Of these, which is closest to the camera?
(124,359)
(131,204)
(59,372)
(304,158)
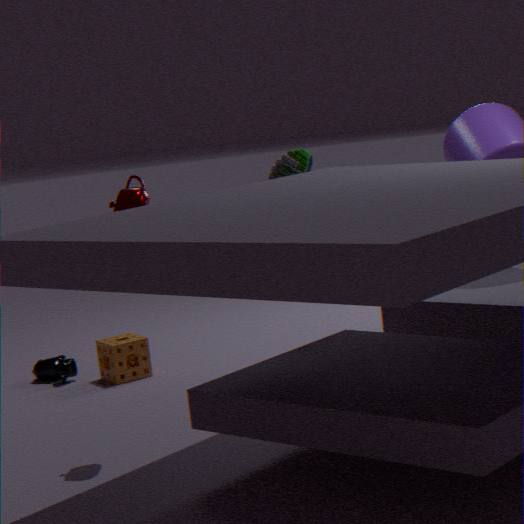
(131,204)
